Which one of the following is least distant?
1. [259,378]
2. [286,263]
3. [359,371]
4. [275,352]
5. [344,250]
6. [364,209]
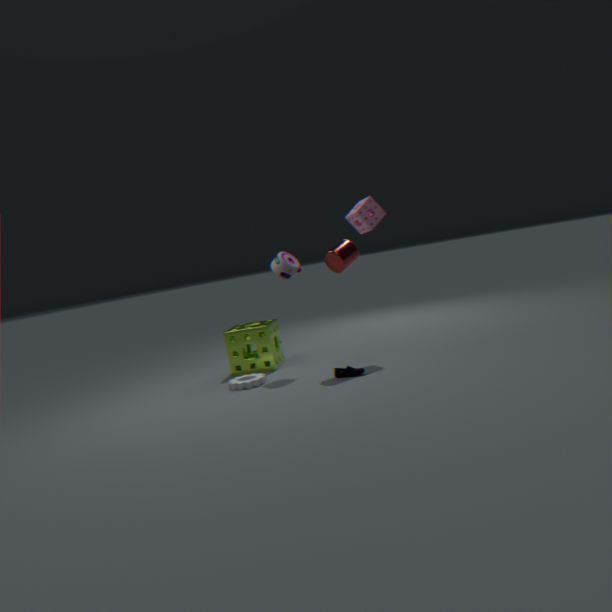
[359,371]
